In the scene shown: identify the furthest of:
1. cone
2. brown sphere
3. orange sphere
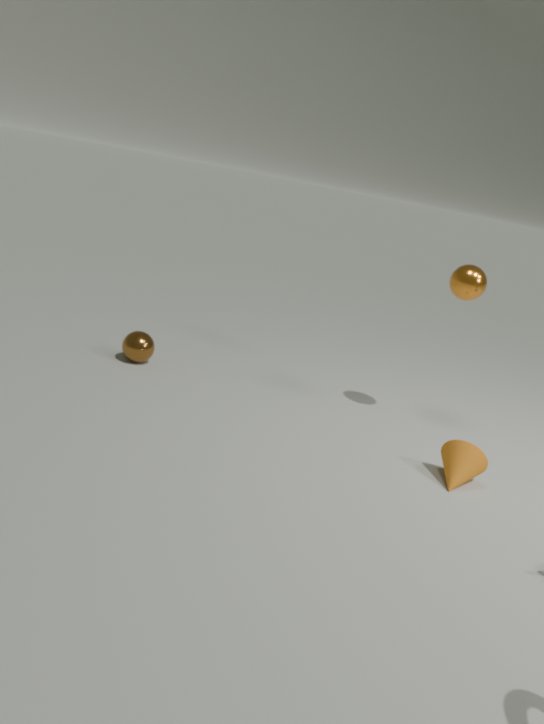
brown sphere
